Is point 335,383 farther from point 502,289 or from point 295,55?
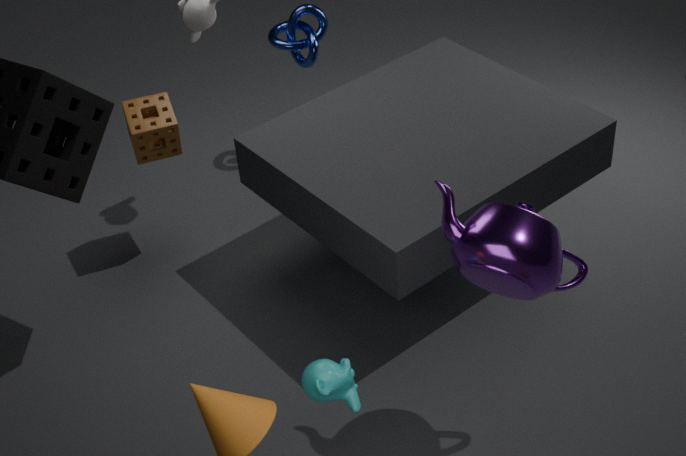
point 295,55
